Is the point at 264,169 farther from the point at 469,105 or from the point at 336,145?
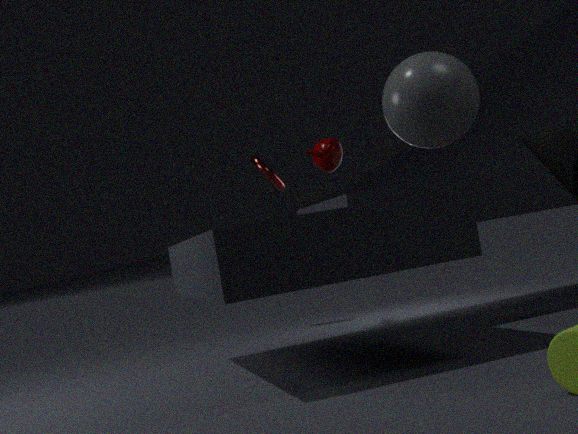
the point at 469,105
